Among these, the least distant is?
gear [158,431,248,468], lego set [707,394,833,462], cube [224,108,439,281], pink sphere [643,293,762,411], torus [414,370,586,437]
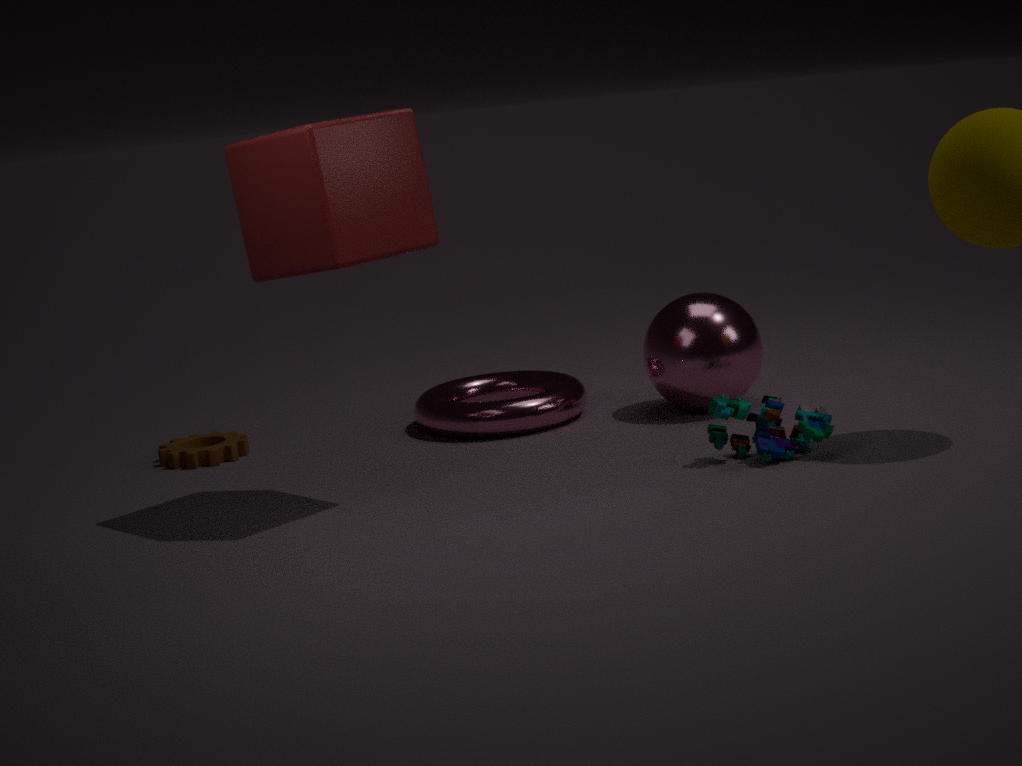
cube [224,108,439,281]
